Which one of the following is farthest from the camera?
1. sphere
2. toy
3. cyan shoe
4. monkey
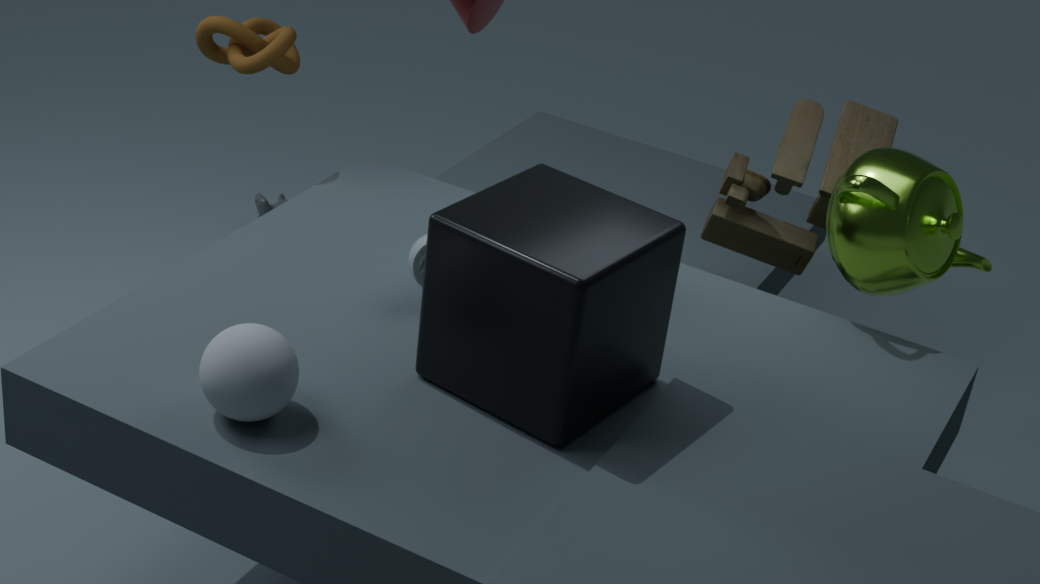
monkey
